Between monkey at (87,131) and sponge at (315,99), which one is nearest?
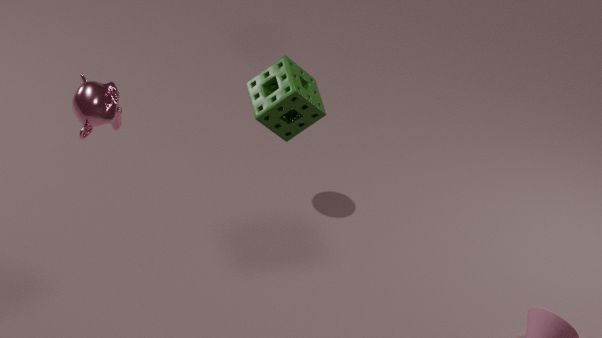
monkey at (87,131)
